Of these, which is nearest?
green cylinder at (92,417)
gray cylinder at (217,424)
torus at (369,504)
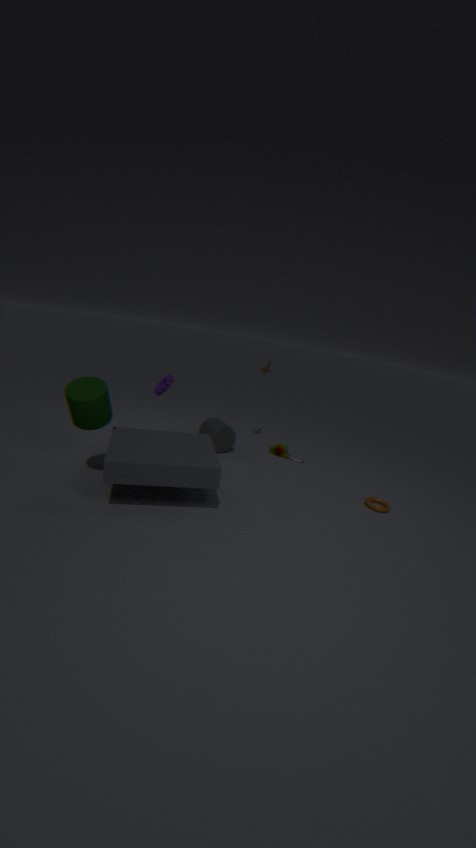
green cylinder at (92,417)
